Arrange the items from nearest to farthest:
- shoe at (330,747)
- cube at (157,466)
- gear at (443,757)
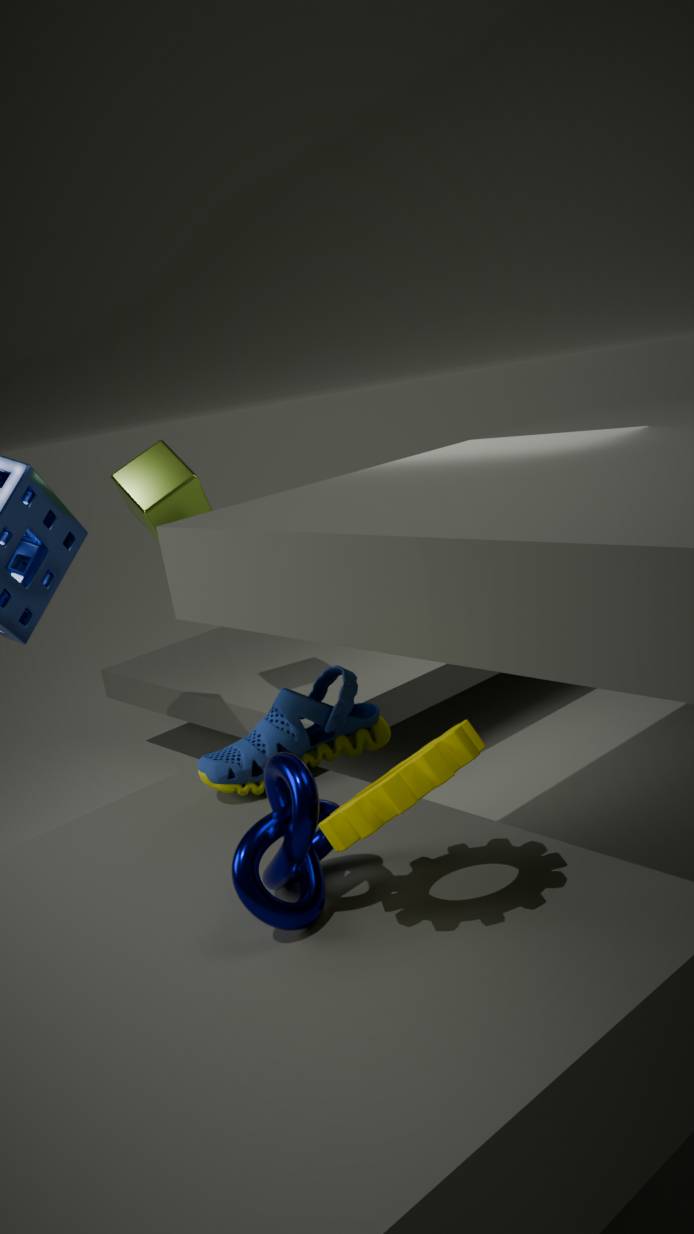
1. gear at (443,757)
2. shoe at (330,747)
3. cube at (157,466)
